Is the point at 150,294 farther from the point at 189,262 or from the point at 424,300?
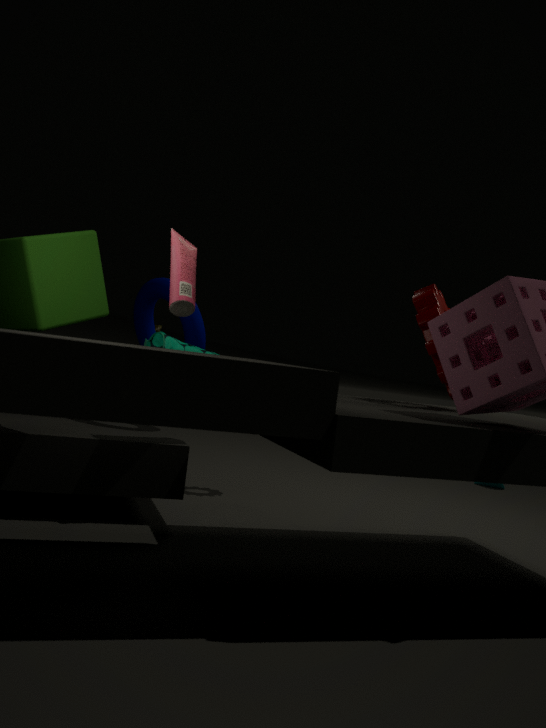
the point at 424,300
